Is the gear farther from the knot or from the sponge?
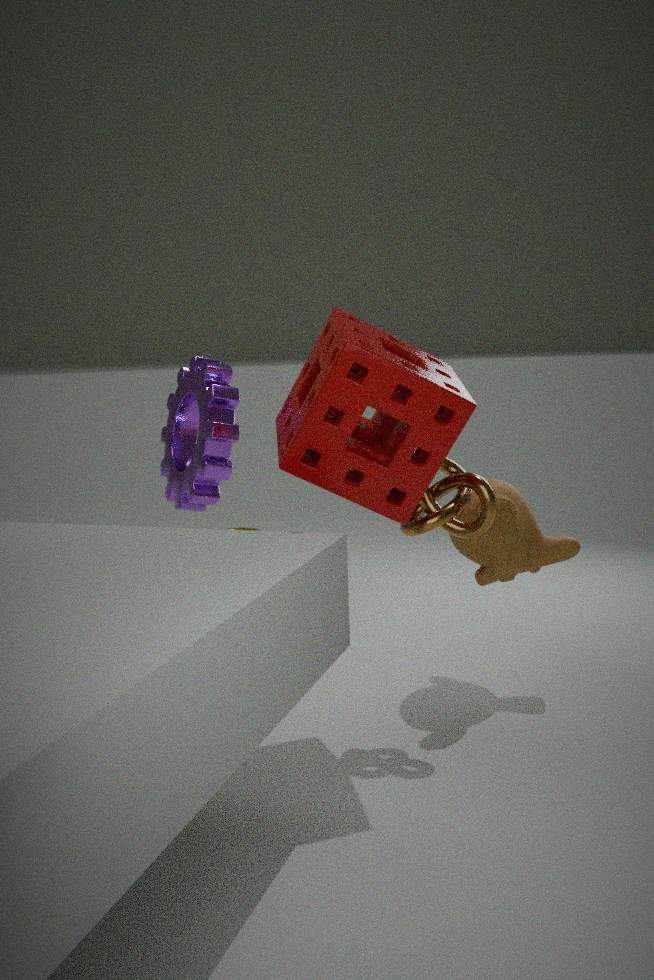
the knot
